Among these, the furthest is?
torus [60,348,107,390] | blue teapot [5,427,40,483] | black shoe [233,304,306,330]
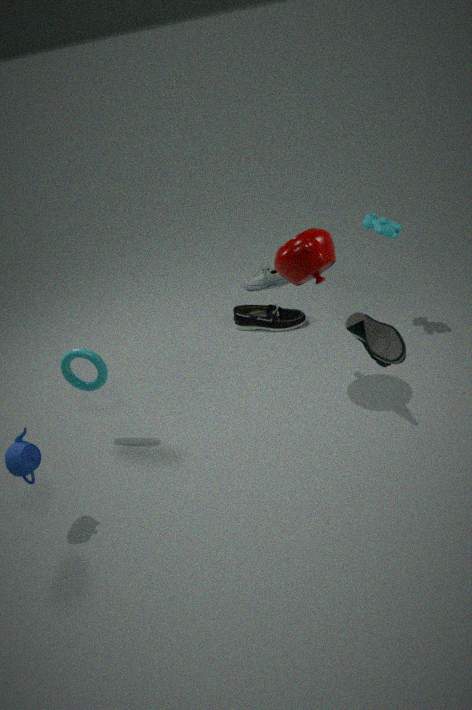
black shoe [233,304,306,330]
